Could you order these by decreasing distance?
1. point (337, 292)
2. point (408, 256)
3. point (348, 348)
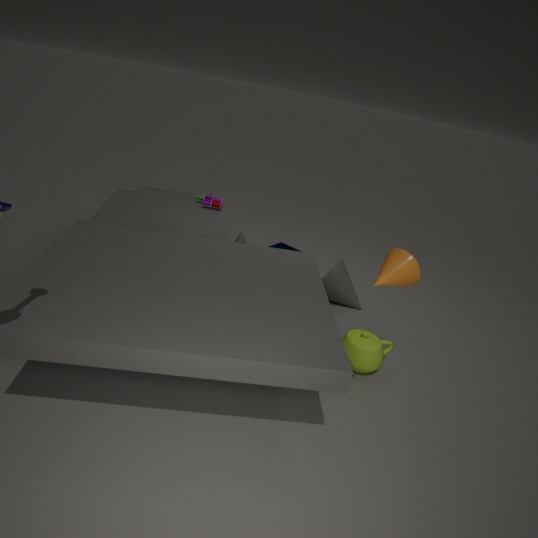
point (337, 292) < point (348, 348) < point (408, 256)
